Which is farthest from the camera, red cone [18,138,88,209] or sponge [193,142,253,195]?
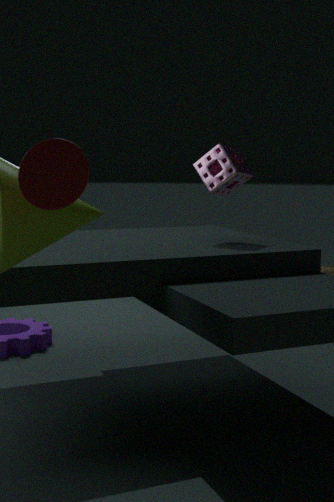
sponge [193,142,253,195]
